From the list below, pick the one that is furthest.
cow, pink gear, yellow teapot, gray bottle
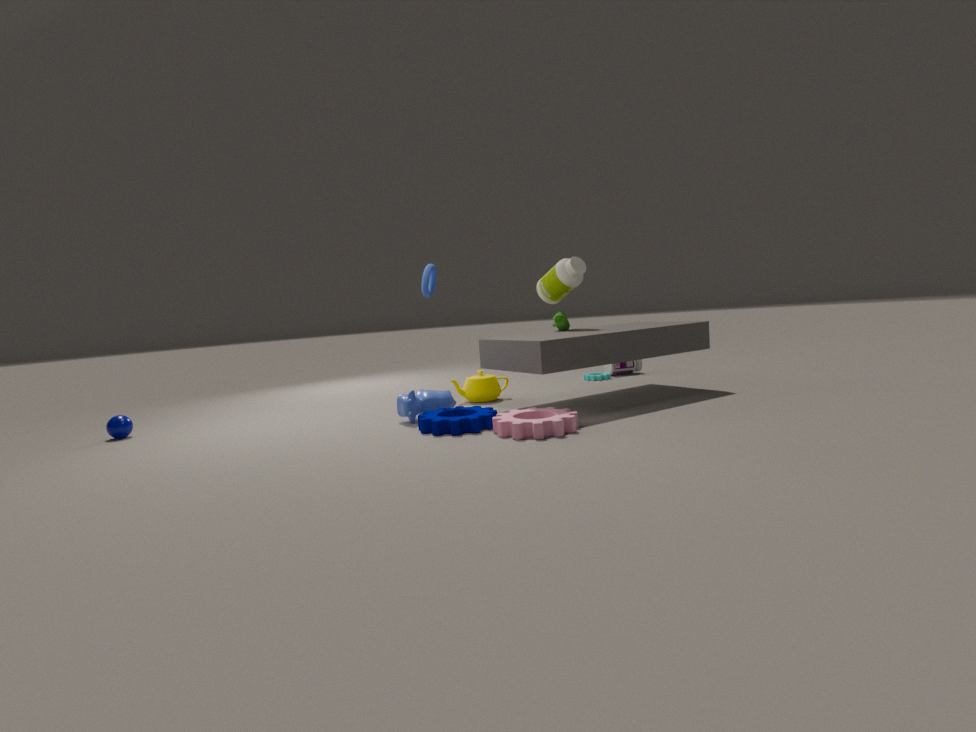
gray bottle
